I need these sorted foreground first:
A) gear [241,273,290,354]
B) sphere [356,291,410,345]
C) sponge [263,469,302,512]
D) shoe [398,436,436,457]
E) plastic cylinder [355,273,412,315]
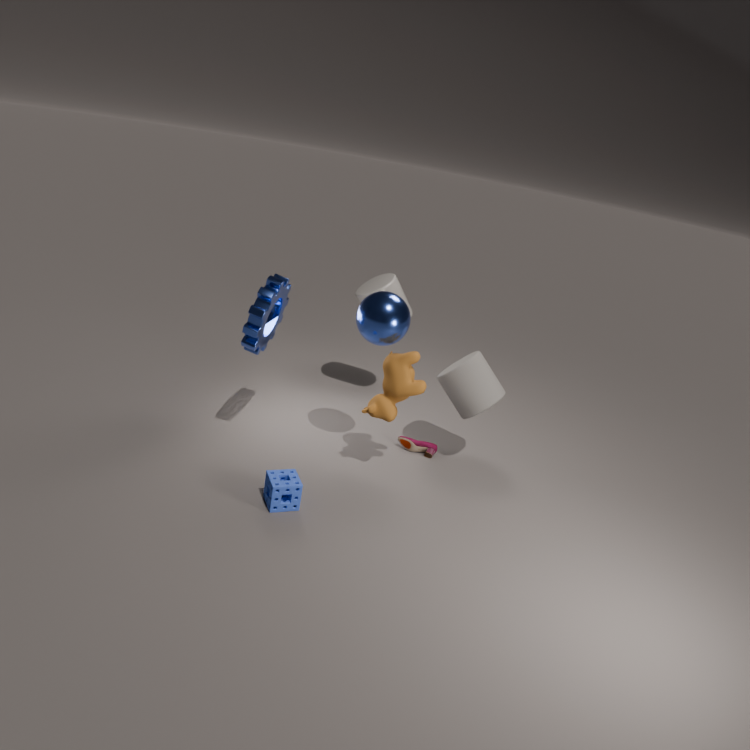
sponge [263,469,302,512]
gear [241,273,290,354]
sphere [356,291,410,345]
shoe [398,436,436,457]
plastic cylinder [355,273,412,315]
